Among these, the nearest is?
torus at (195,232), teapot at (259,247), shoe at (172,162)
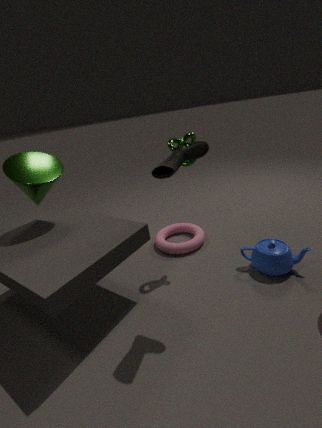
shoe at (172,162)
